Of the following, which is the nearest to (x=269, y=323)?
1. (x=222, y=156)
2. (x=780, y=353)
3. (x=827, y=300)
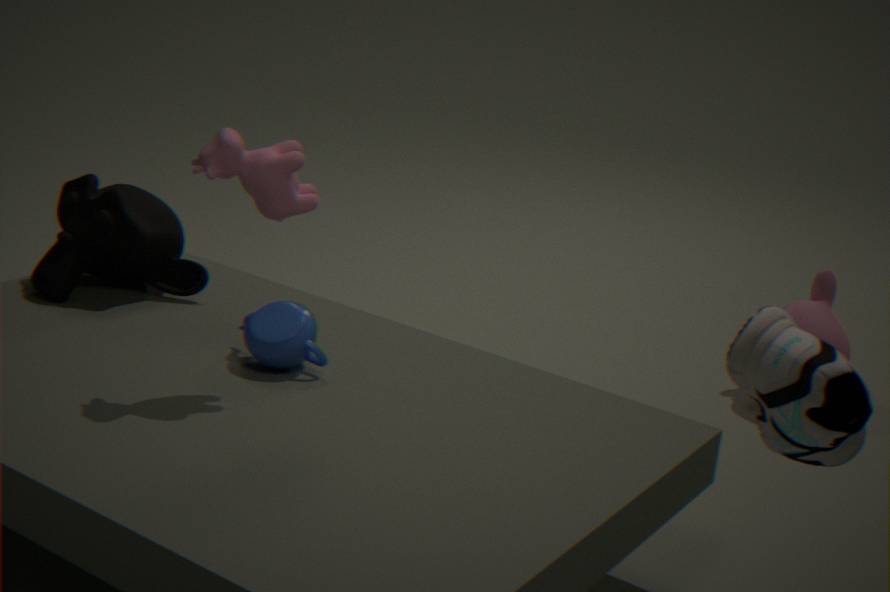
(x=222, y=156)
